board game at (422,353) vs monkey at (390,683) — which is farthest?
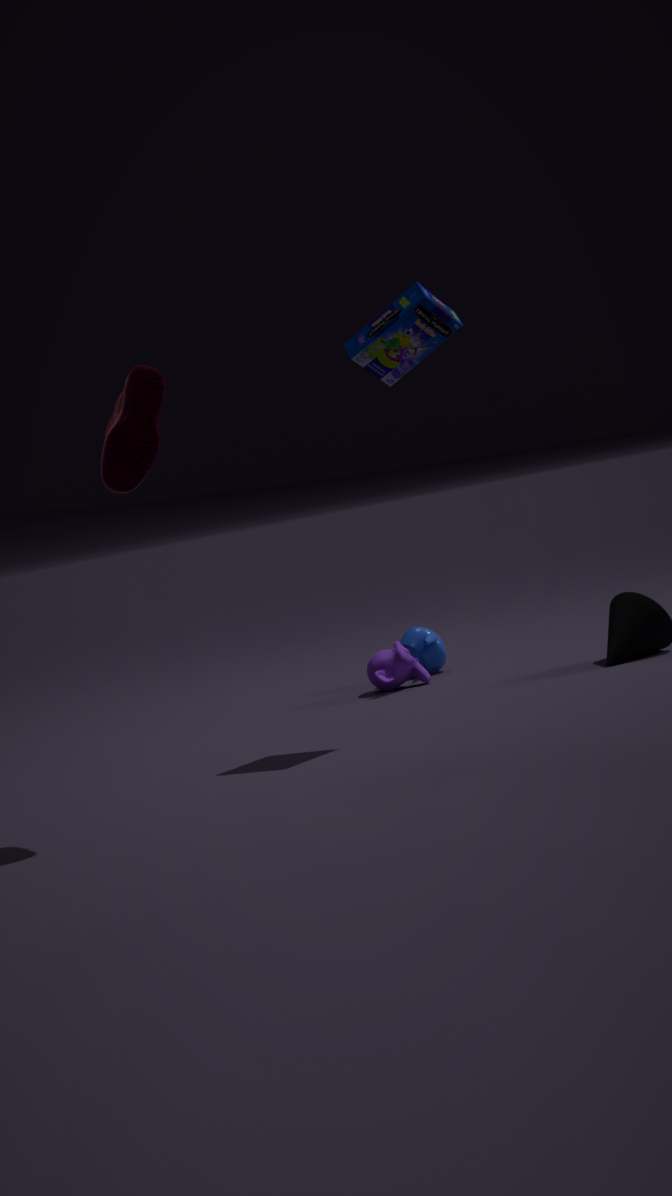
monkey at (390,683)
